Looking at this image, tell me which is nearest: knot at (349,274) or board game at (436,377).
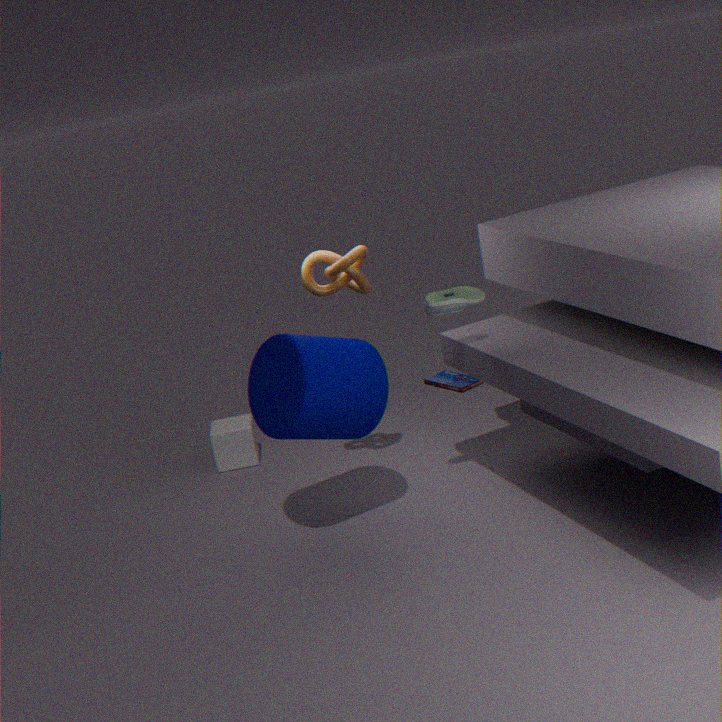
knot at (349,274)
